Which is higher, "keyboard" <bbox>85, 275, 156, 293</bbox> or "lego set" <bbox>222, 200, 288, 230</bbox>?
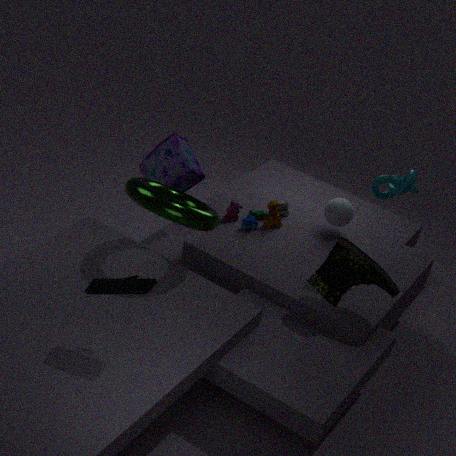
"keyboard" <bbox>85, 275, 156, 293</bbox>
